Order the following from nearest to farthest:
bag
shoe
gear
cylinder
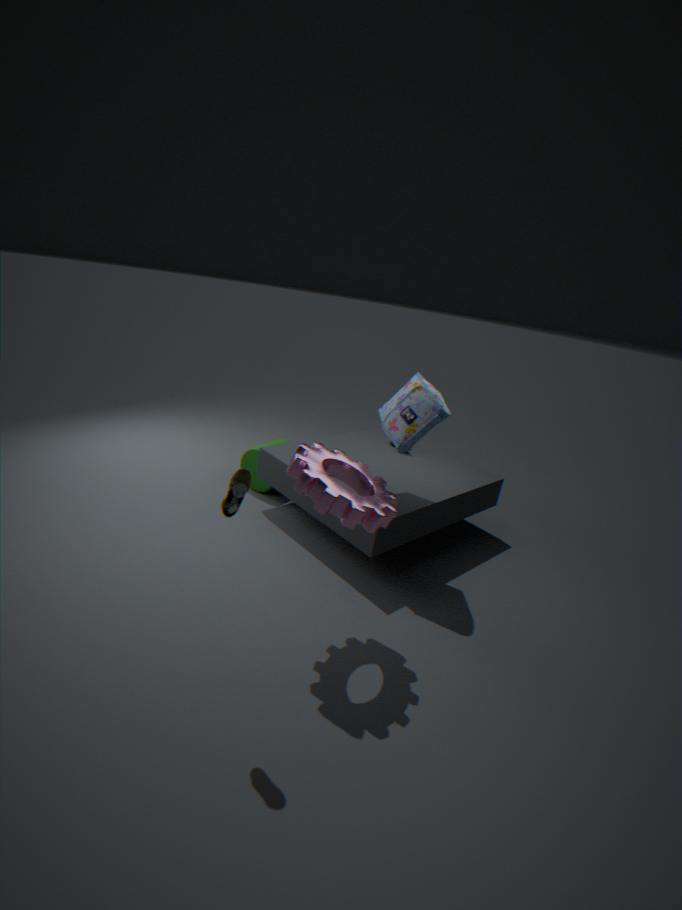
shoe, gear, bag, cylinder
